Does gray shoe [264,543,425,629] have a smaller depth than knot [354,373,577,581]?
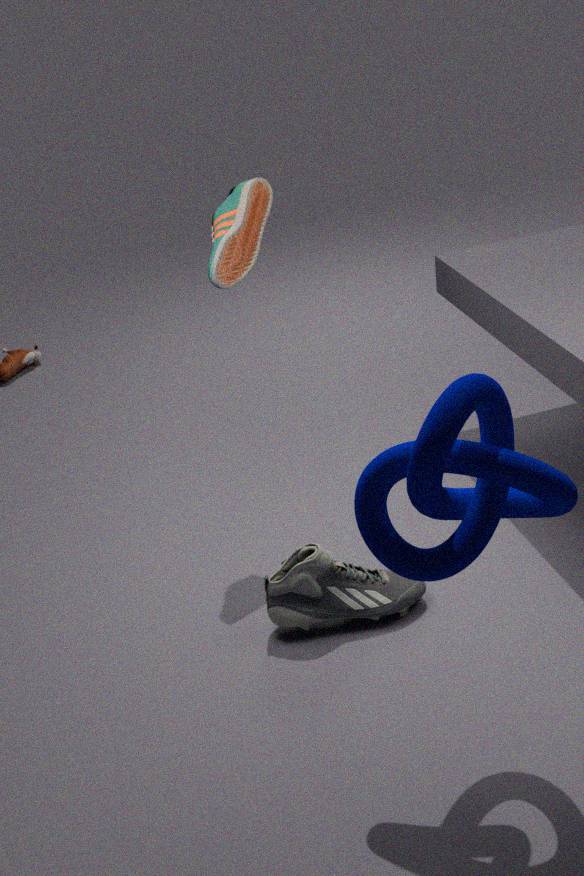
No
